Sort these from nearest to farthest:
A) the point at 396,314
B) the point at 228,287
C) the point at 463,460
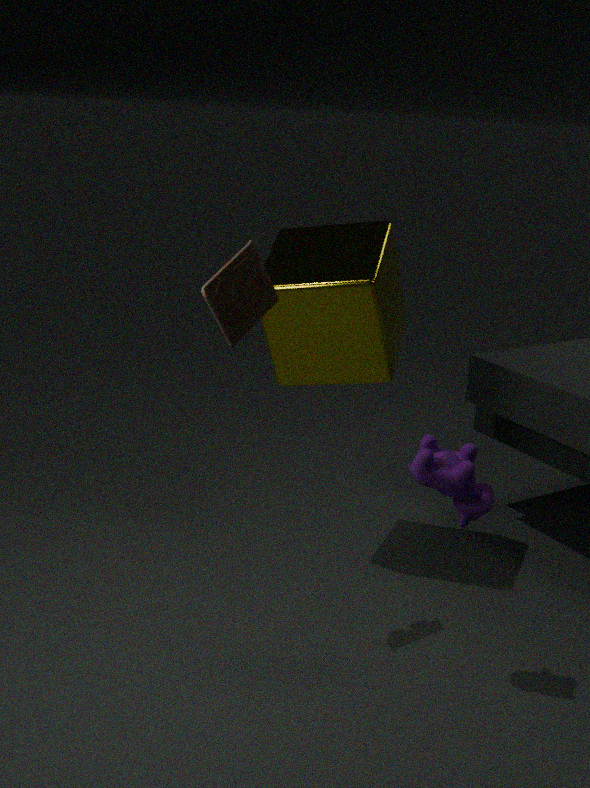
1. the point at 463,460
2. the point at 228,287
3. the point at 396,314
